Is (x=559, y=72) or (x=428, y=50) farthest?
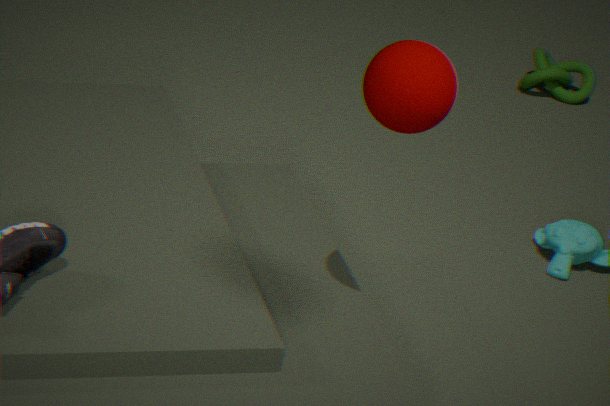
(x=559, y=72)
